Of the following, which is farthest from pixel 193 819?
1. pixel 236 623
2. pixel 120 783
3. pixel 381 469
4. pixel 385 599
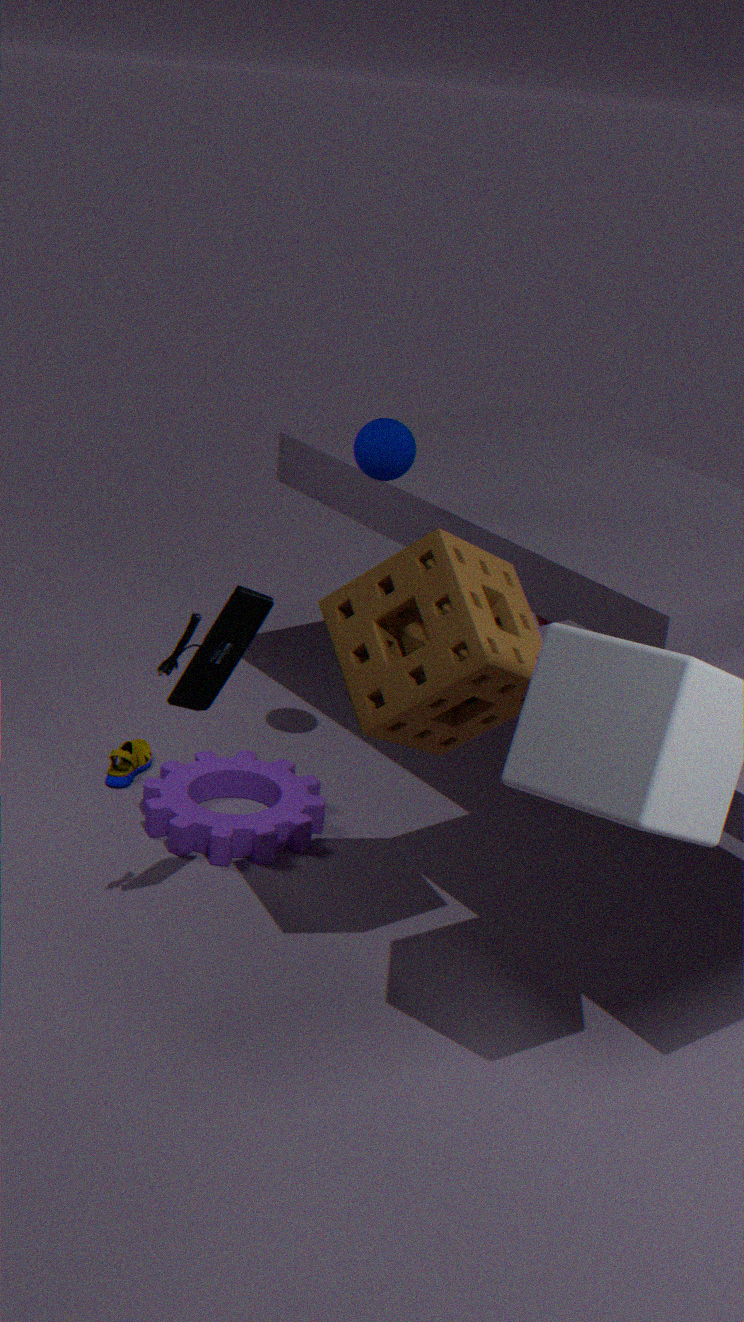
pixel 385 599
